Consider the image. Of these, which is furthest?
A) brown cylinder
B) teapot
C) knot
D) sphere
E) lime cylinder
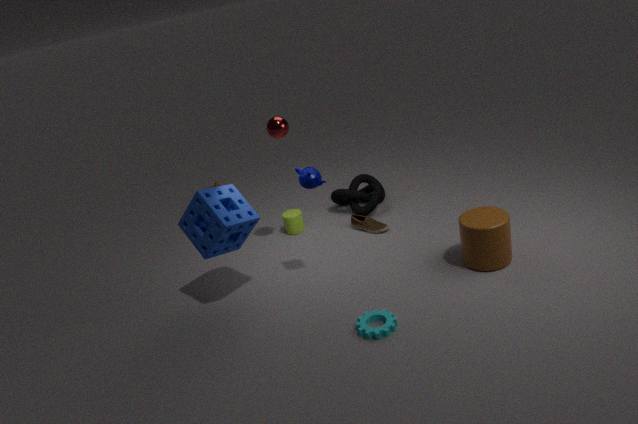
knot
